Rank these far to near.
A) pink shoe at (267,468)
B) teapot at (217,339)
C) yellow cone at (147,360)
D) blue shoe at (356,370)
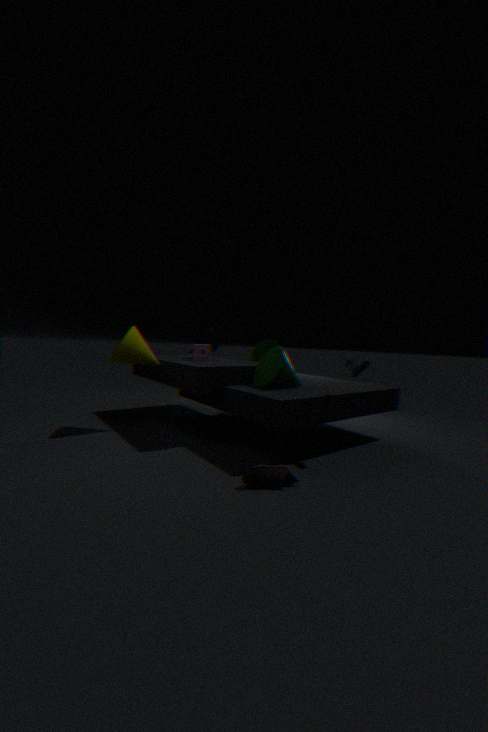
teapot at (217,339)
yellow cone at (147,360)
blue shoe at (356,370)
pink shoe at (267,468)
